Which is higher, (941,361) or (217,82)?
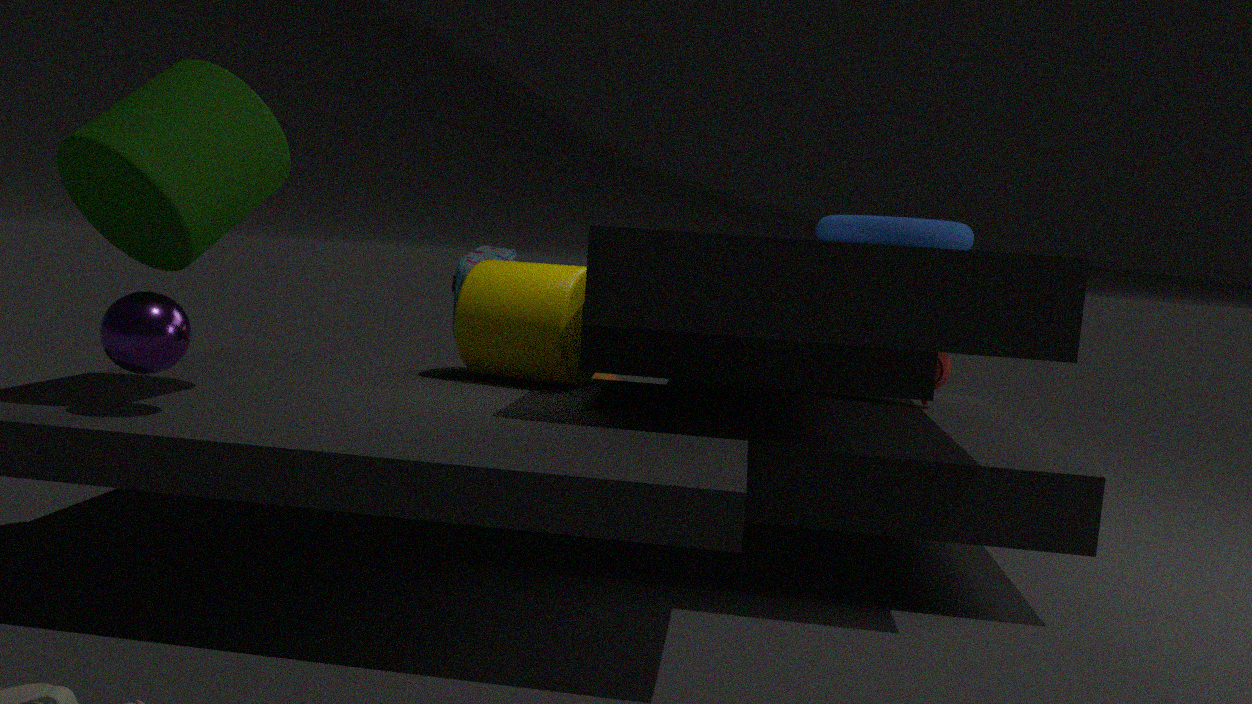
(217,82)
